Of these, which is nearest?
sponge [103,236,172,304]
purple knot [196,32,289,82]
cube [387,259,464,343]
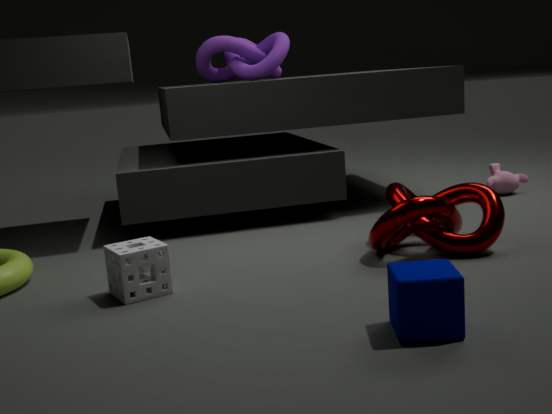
cube [387,259,464,343]
